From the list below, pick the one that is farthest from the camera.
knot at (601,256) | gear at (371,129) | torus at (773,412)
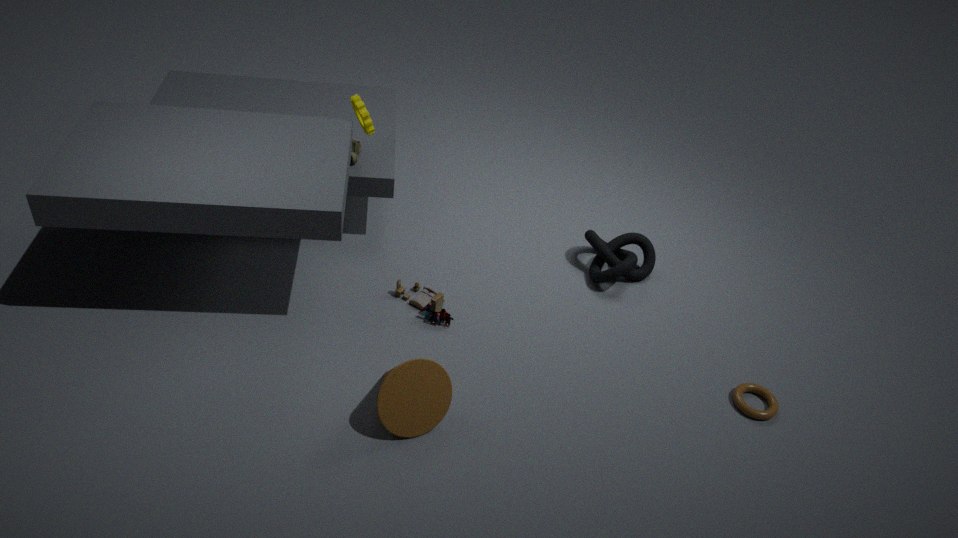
knot at (601,256)
